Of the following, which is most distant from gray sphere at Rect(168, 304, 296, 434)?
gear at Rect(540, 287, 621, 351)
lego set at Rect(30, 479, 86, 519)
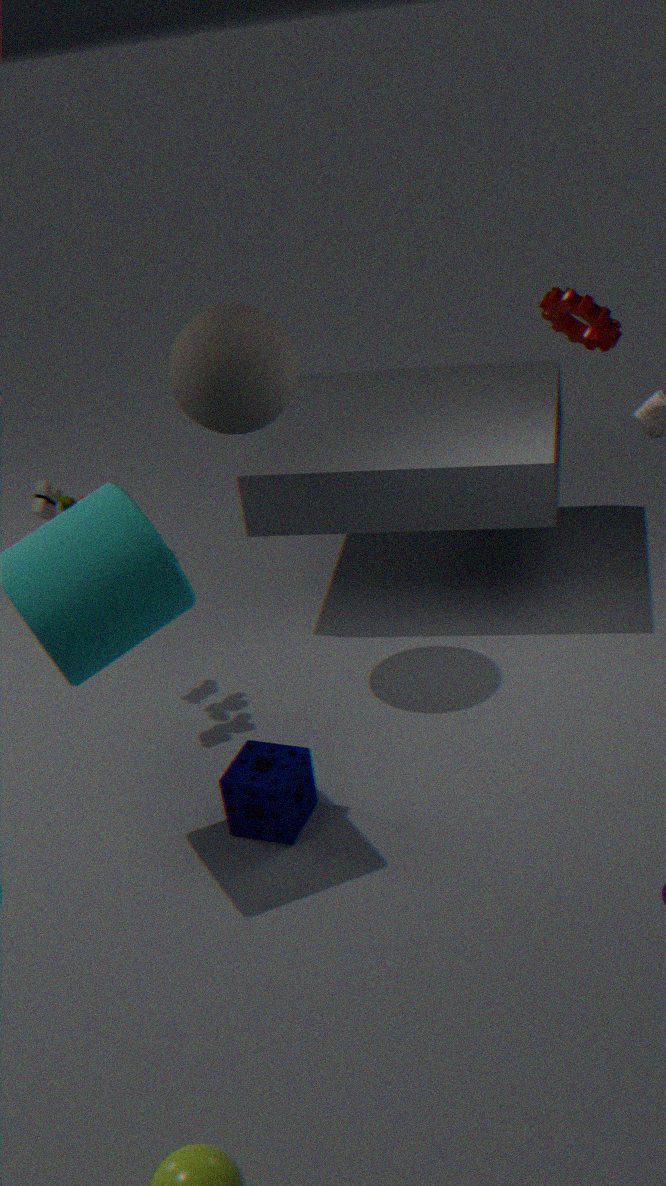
gear at Rect(540, 287, 621, 351)
